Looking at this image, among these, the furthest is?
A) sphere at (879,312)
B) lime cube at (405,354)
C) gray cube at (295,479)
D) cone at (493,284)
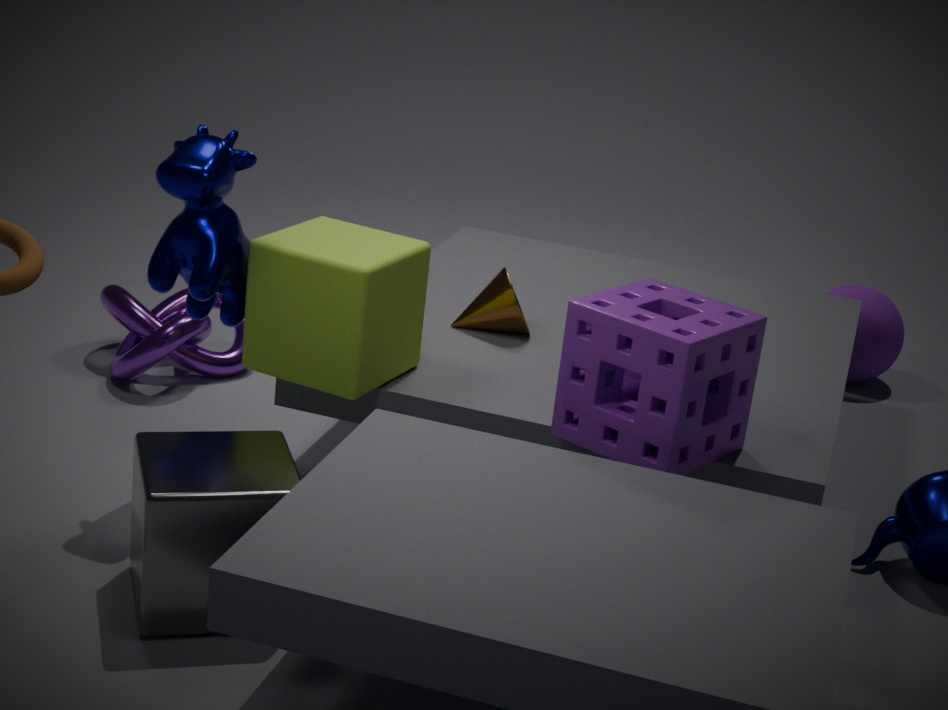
sphere at (879,312)
